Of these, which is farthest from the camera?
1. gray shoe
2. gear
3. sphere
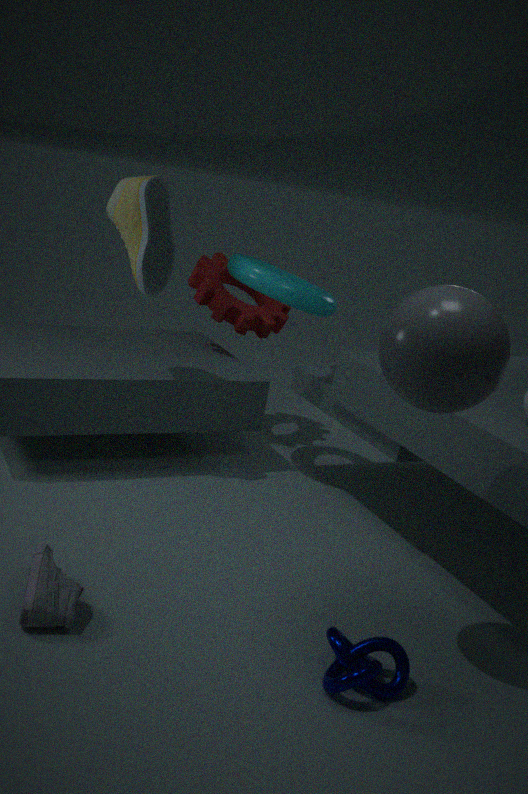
gear
